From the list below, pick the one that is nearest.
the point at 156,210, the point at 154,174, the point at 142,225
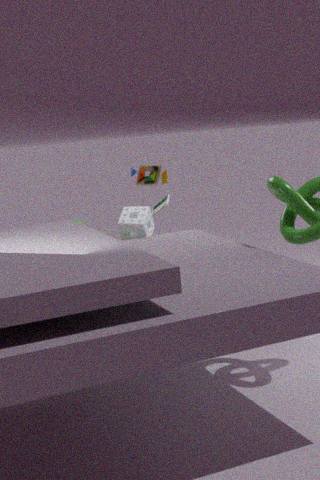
the point at 154,174
